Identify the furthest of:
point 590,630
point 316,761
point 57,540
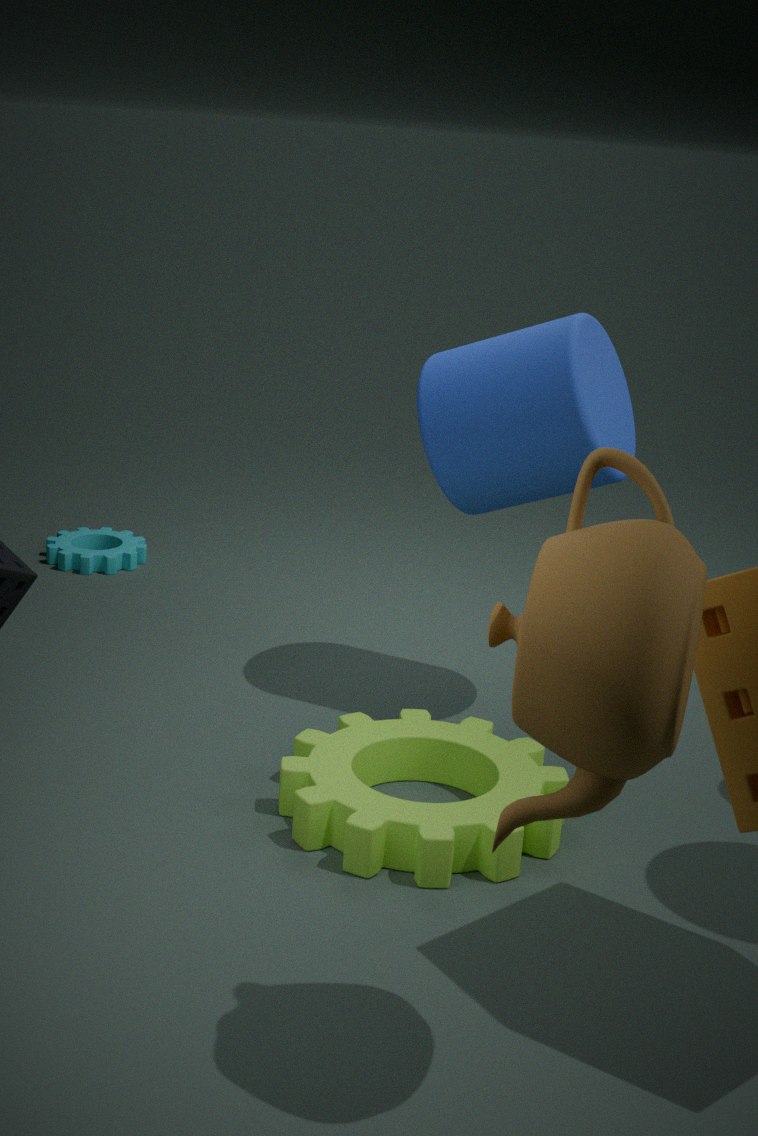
point 57,540
